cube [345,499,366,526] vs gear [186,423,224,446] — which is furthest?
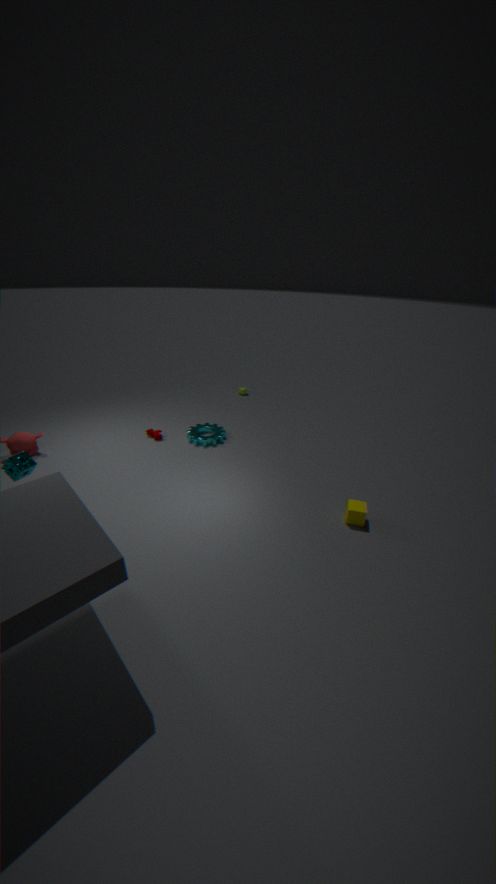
gear [186,423,224,446]
